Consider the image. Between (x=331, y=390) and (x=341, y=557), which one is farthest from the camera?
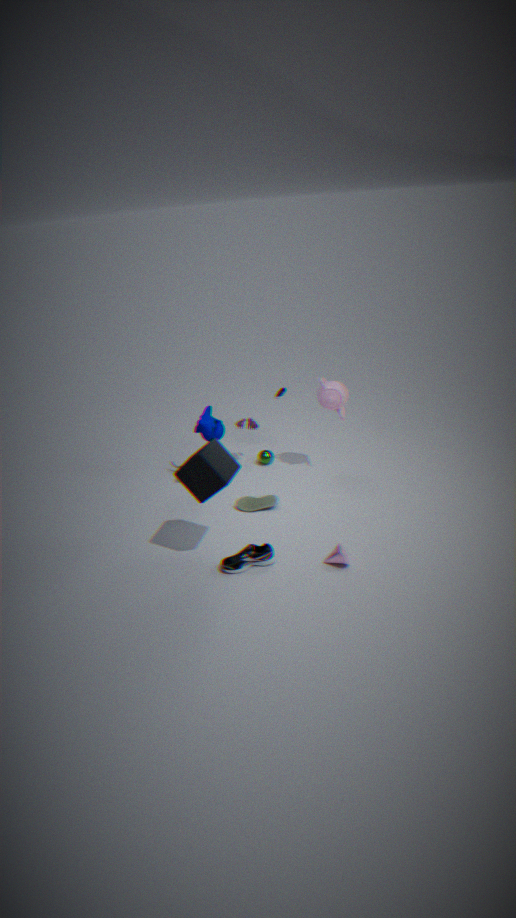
(x=331, y=390)
